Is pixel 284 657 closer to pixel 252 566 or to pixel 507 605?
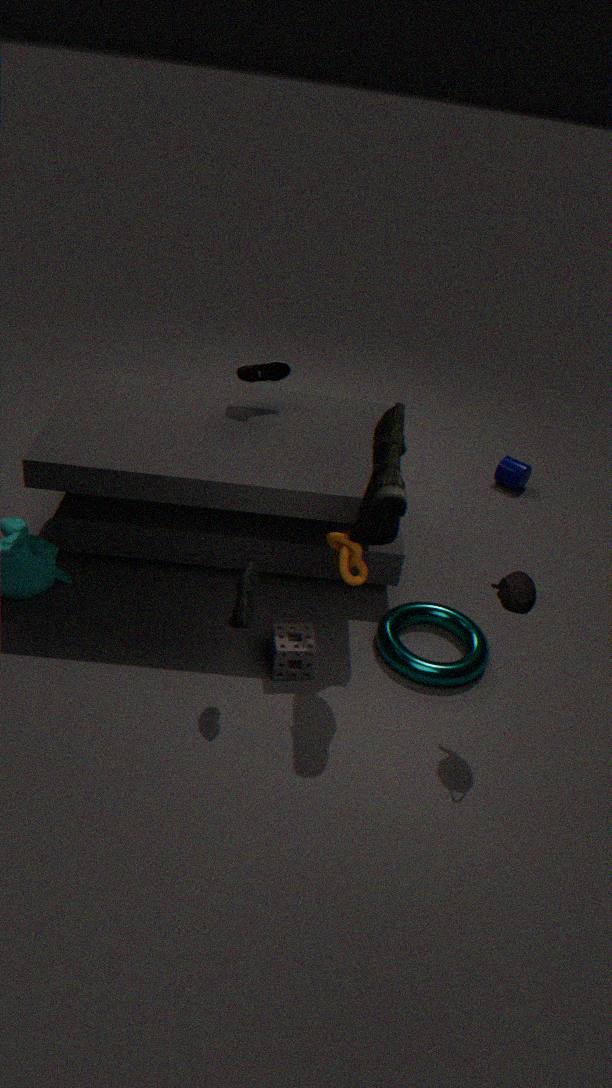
pixel 252 566
